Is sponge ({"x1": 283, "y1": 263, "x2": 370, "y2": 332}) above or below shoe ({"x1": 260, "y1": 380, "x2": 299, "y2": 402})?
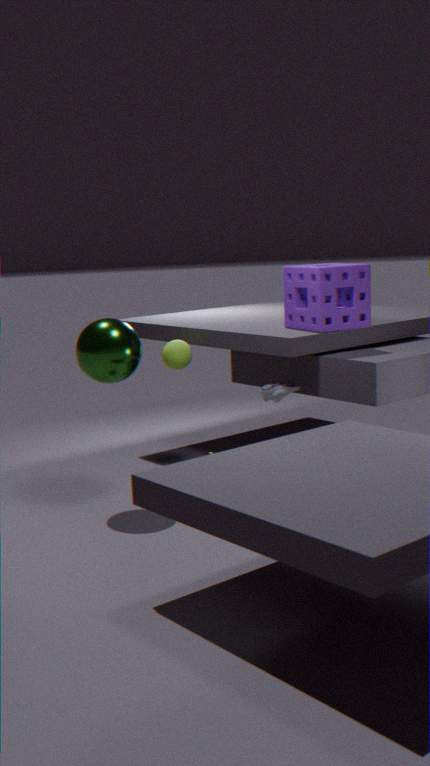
above
